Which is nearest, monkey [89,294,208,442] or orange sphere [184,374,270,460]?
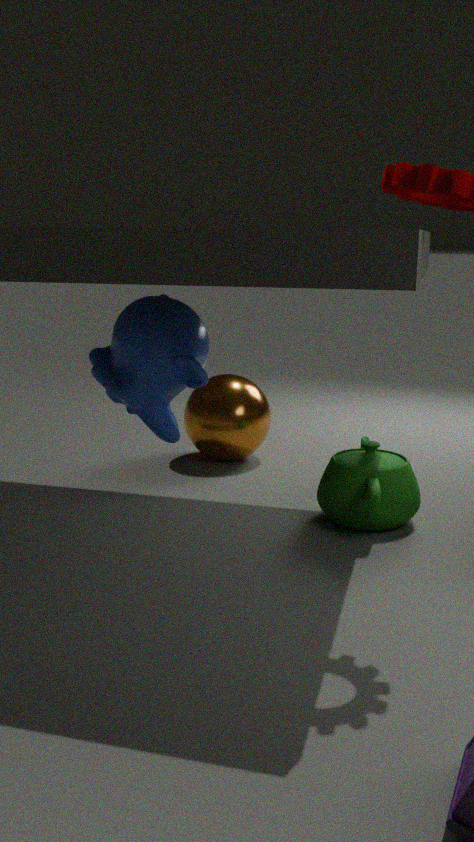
monkey [89,294,208,442]
